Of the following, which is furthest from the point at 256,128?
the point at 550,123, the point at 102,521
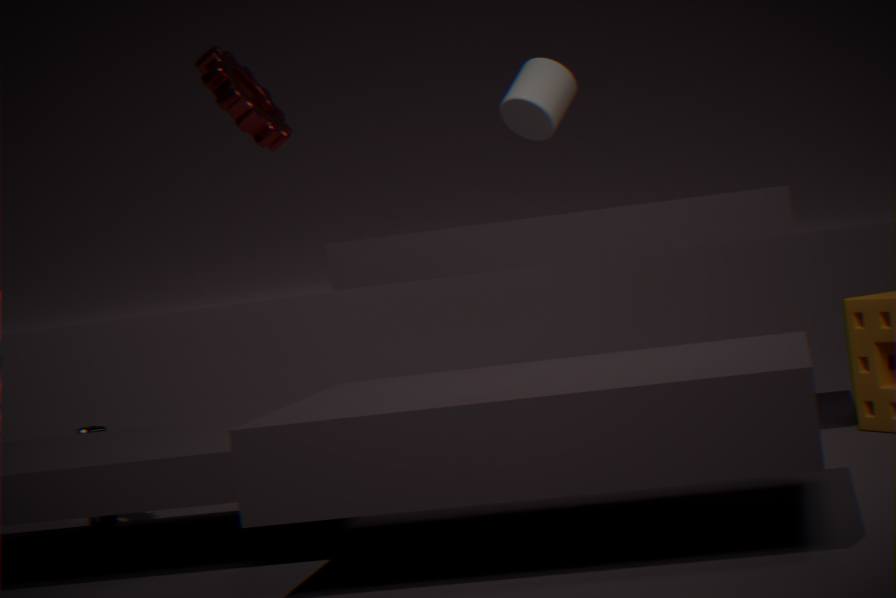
the point at 550,123
